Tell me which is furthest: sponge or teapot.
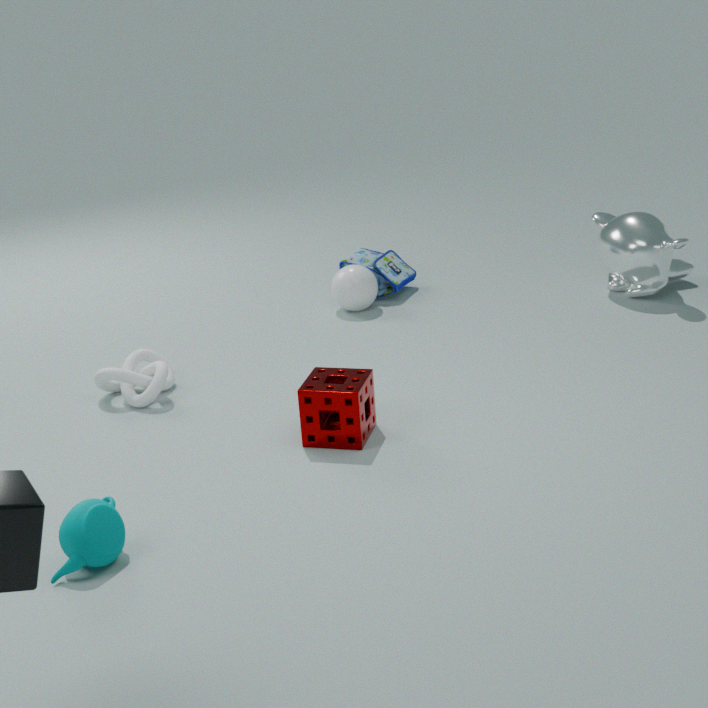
sponge
